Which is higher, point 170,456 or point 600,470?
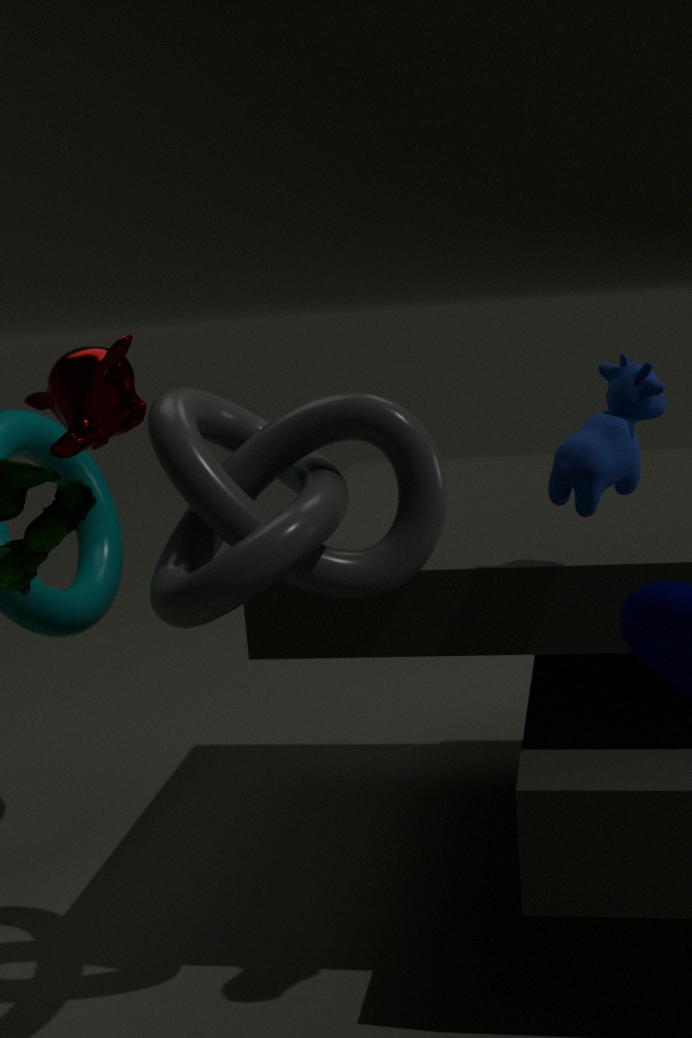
point 600,470
